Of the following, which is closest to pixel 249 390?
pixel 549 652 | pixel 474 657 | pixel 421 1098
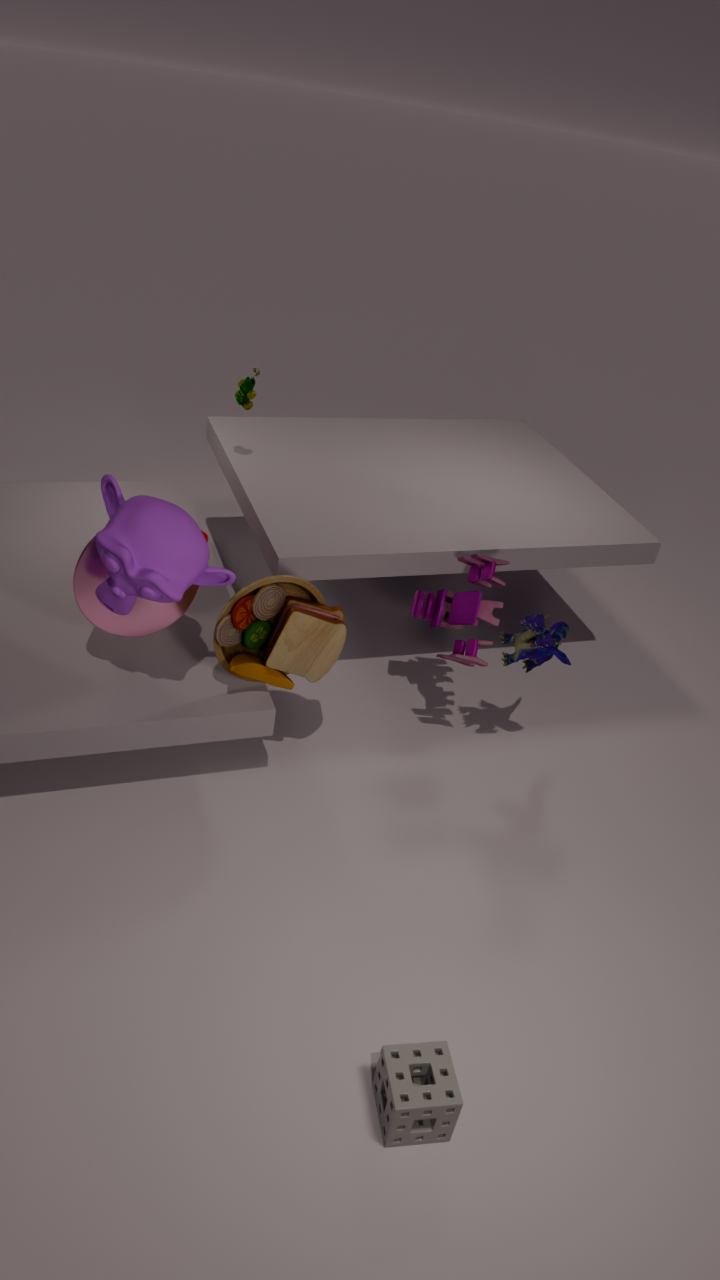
pixel 474 657
